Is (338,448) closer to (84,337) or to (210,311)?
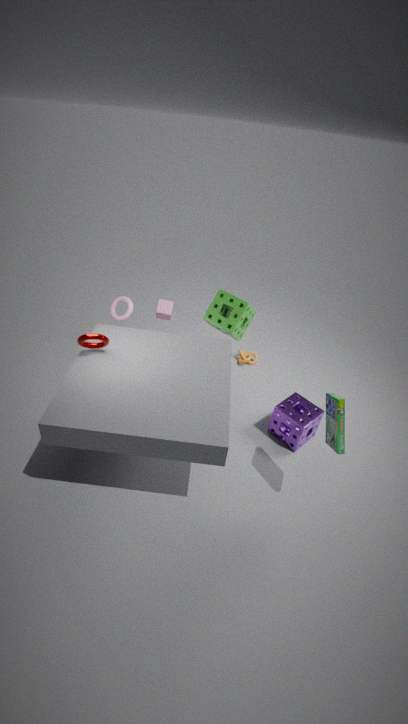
(210,311)
